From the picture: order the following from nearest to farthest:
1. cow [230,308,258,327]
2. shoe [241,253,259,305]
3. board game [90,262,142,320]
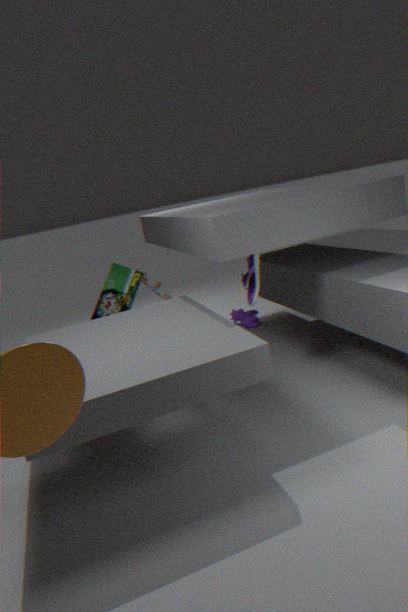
shoe [241,253,259,305] < board game [90,262,142,320] < cow [230,308,258,327]
